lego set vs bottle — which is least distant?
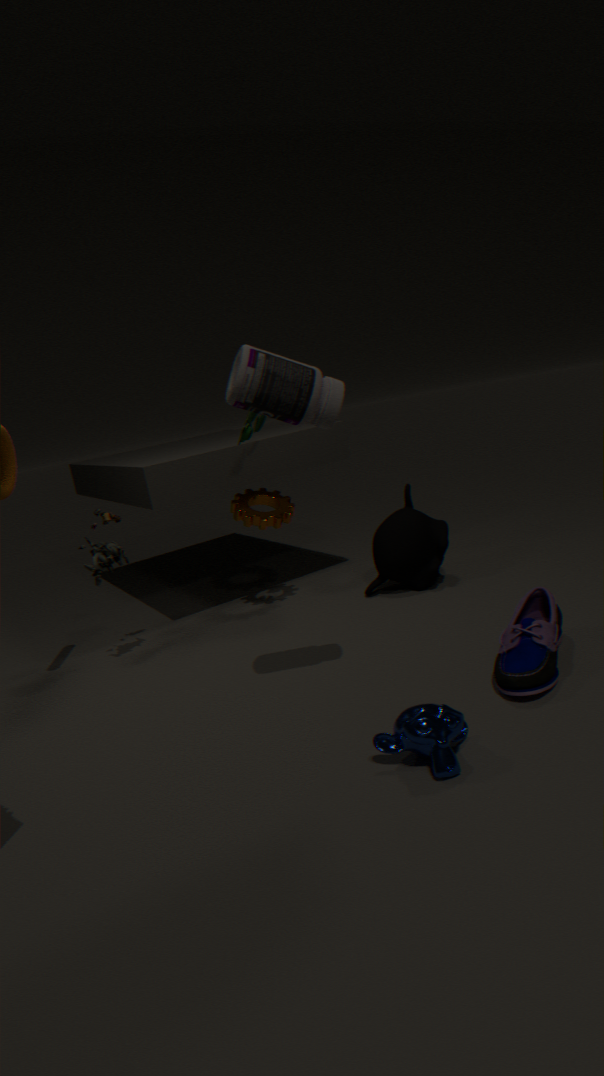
bottle
